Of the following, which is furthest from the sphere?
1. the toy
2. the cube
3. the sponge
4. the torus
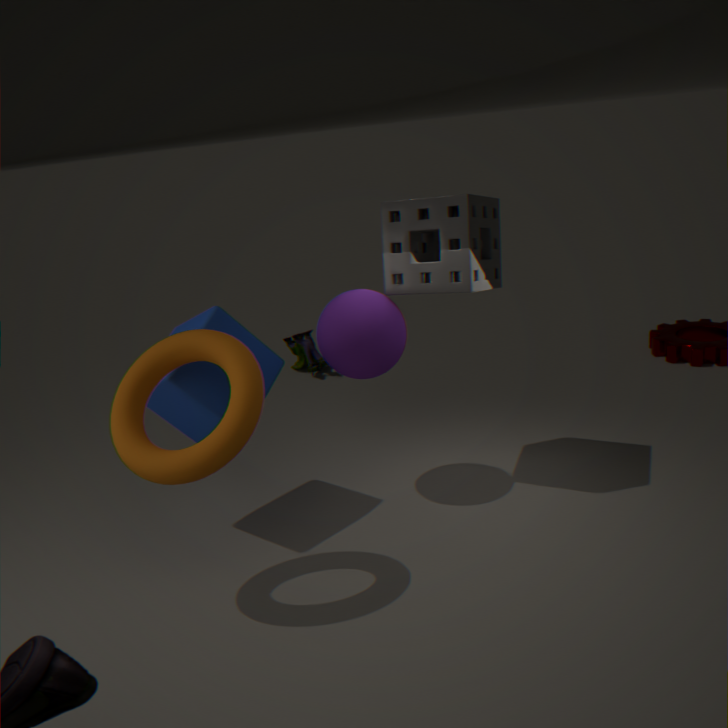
the toy
